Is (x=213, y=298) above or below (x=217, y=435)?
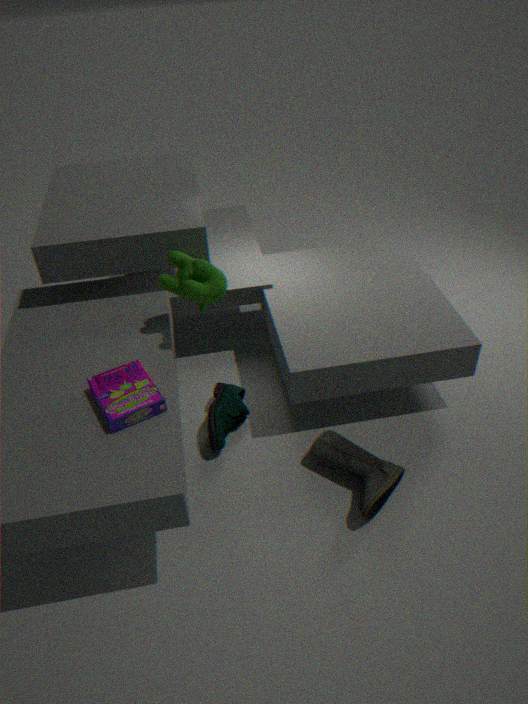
above
